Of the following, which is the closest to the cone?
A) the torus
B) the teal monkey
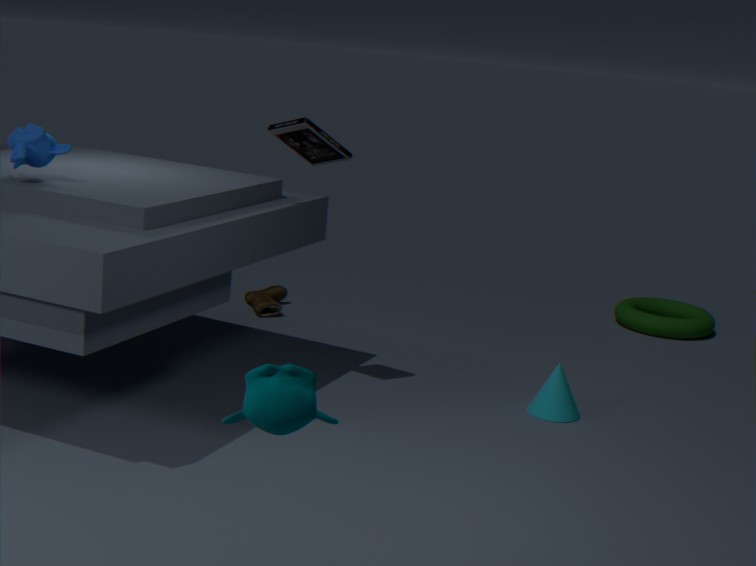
the torus
